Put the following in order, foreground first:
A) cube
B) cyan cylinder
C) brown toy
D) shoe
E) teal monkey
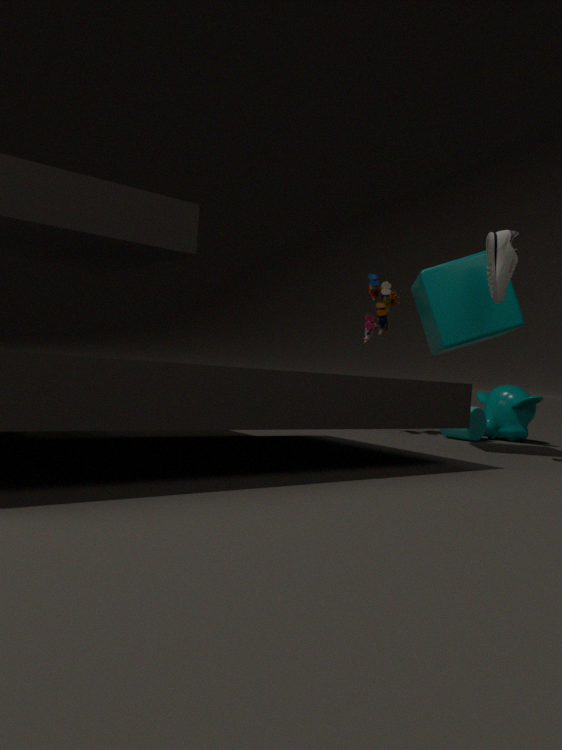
shoe < cube < cyan cylinder < teal monkey < brown toy
